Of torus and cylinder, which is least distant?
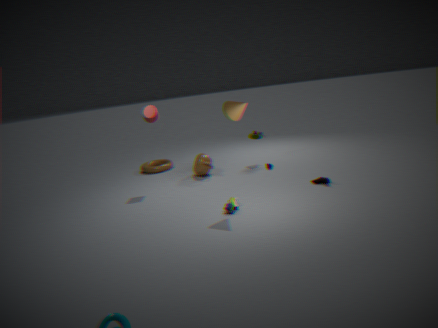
cylinder
